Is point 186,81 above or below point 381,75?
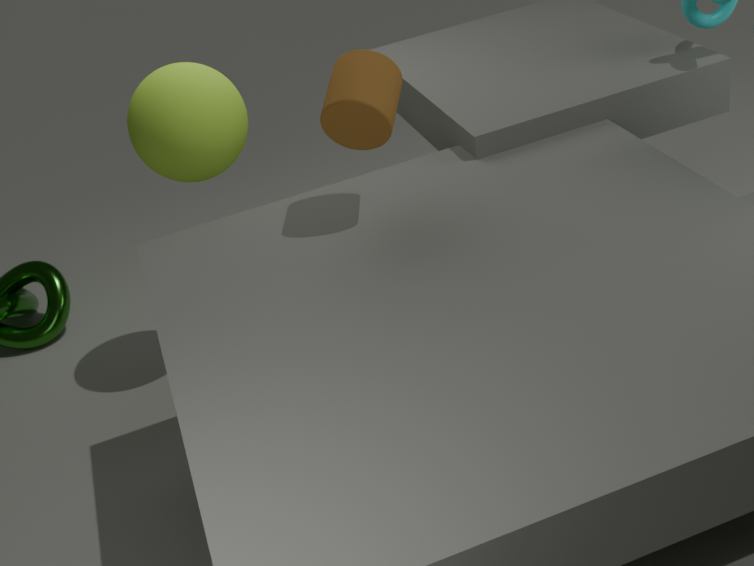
below
